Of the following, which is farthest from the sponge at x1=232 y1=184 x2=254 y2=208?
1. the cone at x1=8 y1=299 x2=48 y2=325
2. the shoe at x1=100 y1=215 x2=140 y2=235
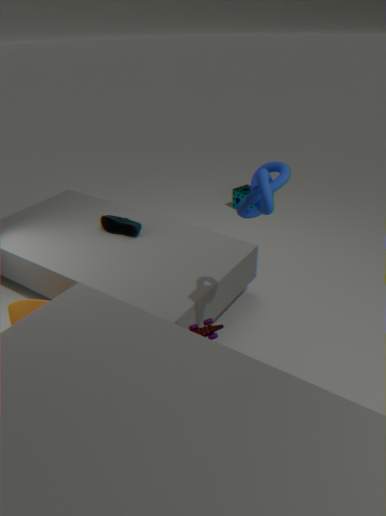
the cone at x1=8 y1=299 x2=48 y2=325
